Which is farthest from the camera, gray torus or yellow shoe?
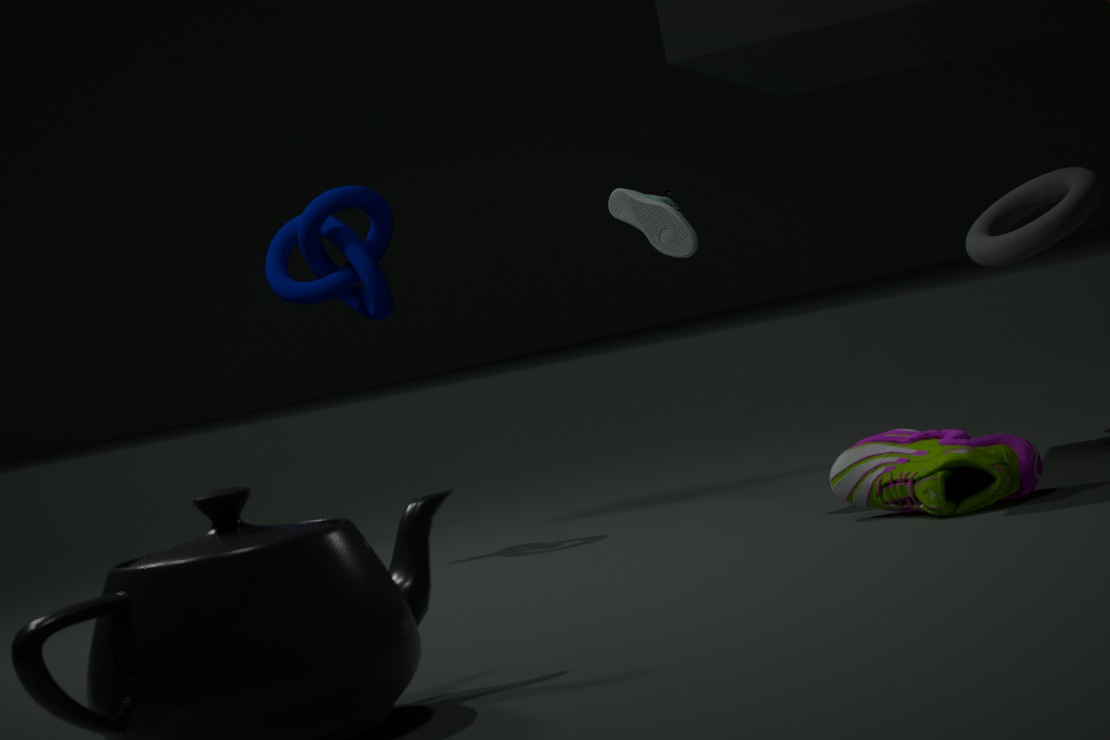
gray torus
